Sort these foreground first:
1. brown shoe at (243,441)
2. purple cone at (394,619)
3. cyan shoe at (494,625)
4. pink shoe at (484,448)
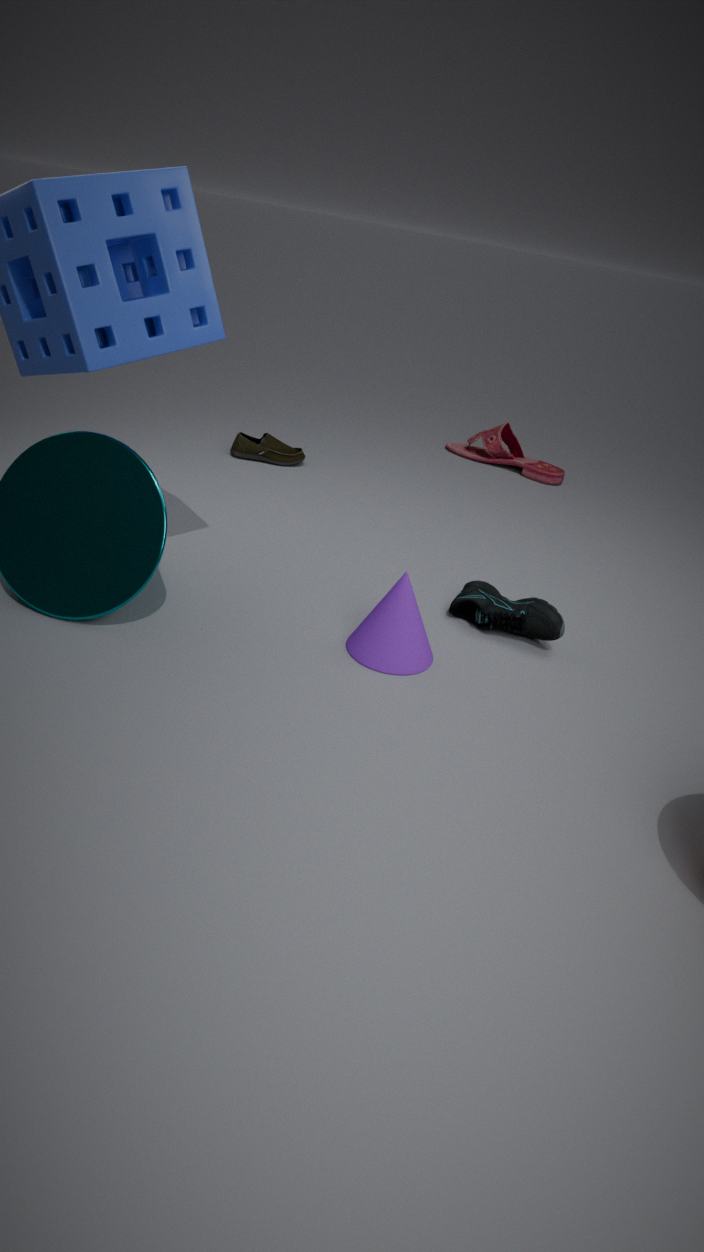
purple cone at (394,619), cyan shoe at (494,625), brown shoe at (243,441), pink shoe at (484,448)
